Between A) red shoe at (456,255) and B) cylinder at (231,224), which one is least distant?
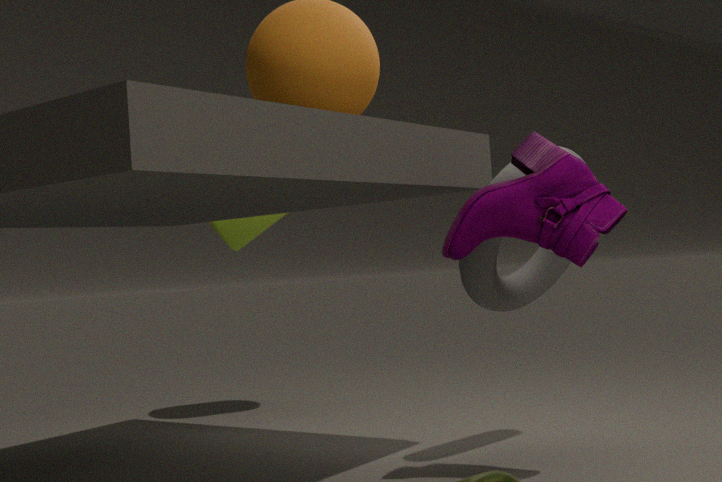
A. red shoe at (456,255)
